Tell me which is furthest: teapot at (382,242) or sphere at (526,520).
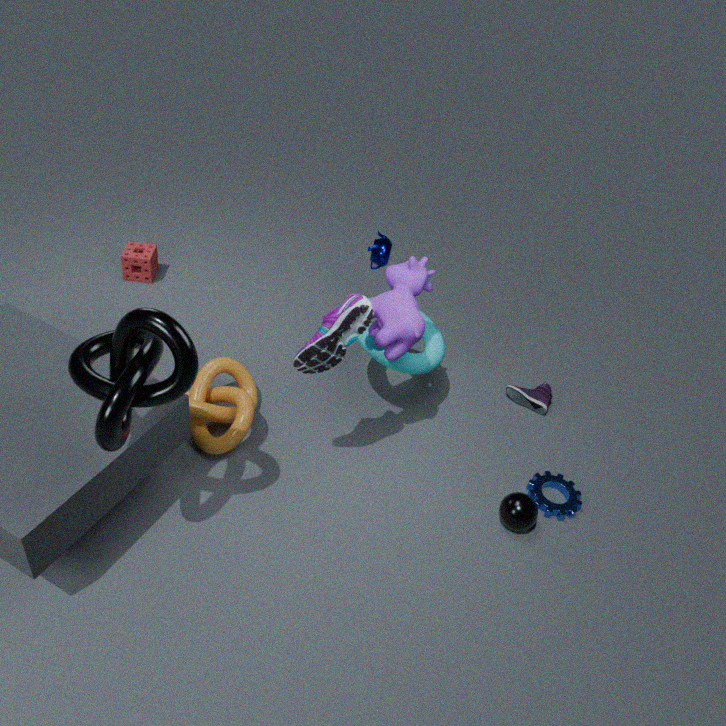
teapot at (382,242)
